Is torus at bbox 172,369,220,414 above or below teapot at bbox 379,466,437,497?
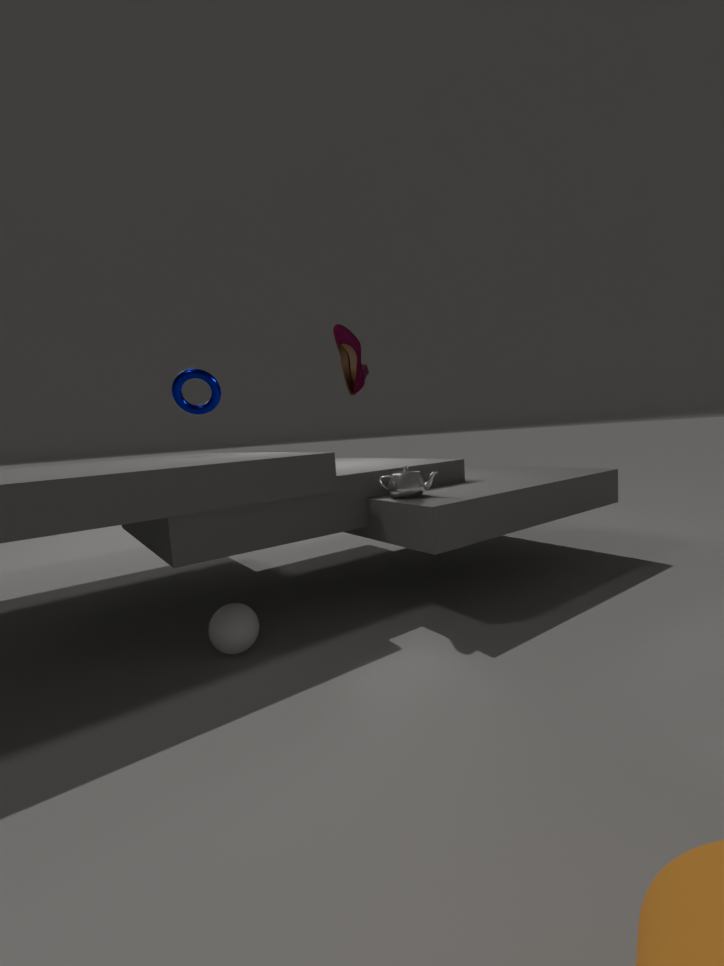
above
